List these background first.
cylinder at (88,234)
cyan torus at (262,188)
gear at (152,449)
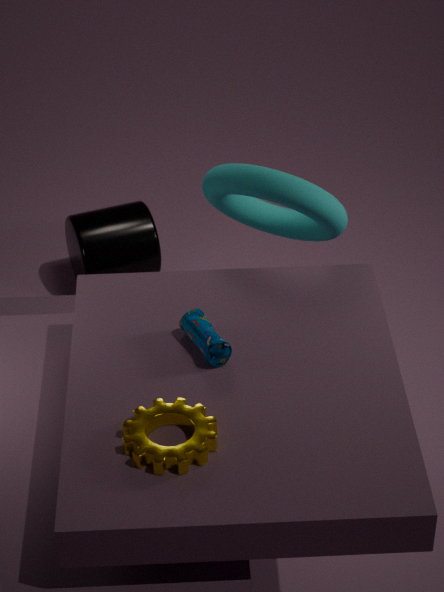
cylinder at (88,234)
cyan torus at (262,188)
gear at (152,449)
